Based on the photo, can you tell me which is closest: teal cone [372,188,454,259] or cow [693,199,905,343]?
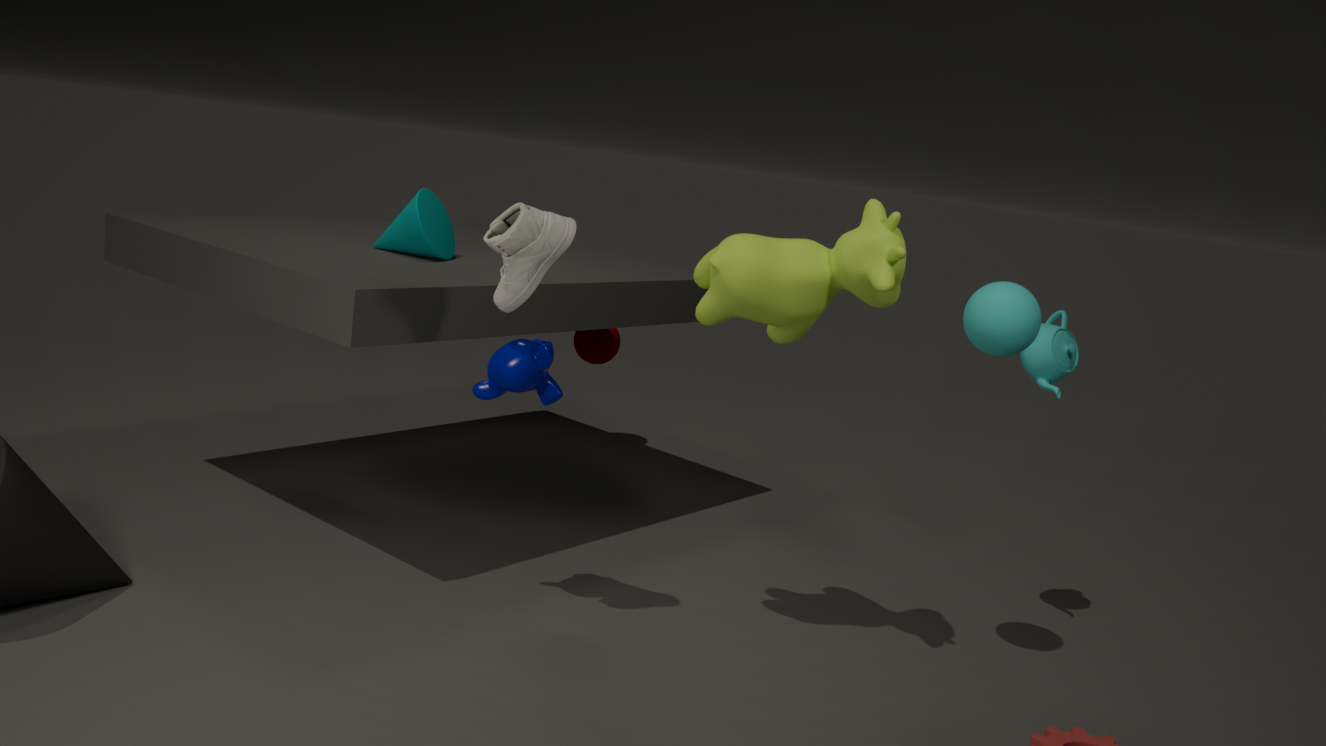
cow [693,199,905,343]
